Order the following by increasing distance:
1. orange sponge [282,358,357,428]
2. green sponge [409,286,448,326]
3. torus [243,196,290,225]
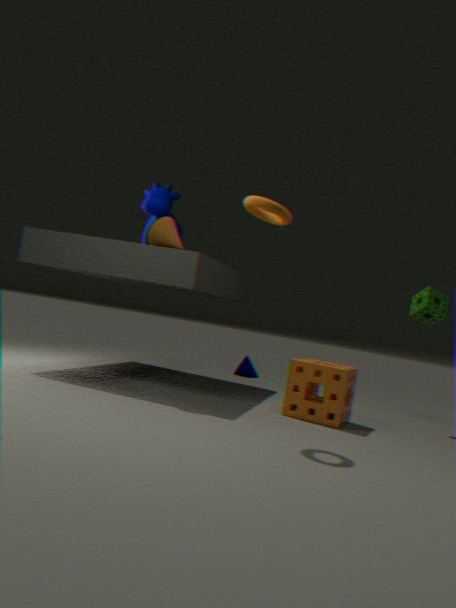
1. torus [243,196,290,225]
2. orange sponge [282,358,357,428]
3. green sponge [409,286,448,326]
